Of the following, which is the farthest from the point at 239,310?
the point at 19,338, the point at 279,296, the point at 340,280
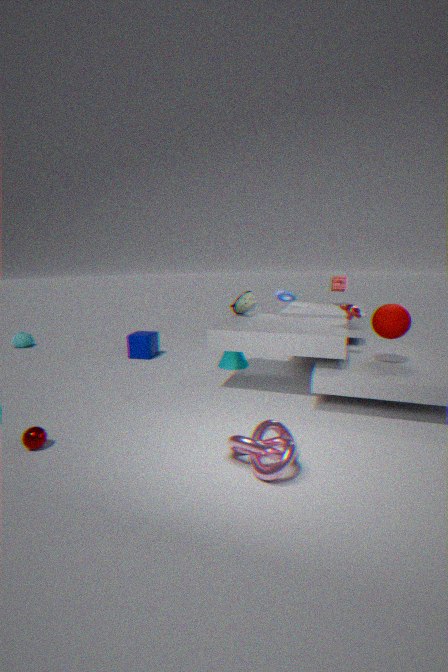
the point at 19,338
